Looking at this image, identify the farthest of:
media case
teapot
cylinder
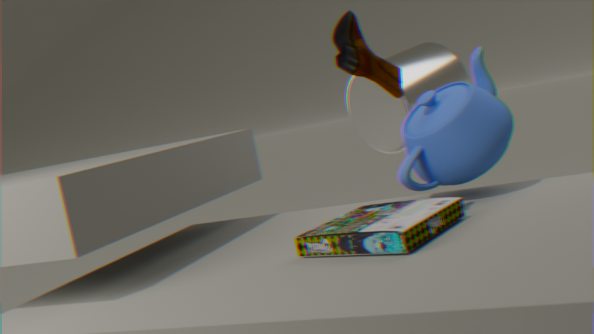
cylinder
